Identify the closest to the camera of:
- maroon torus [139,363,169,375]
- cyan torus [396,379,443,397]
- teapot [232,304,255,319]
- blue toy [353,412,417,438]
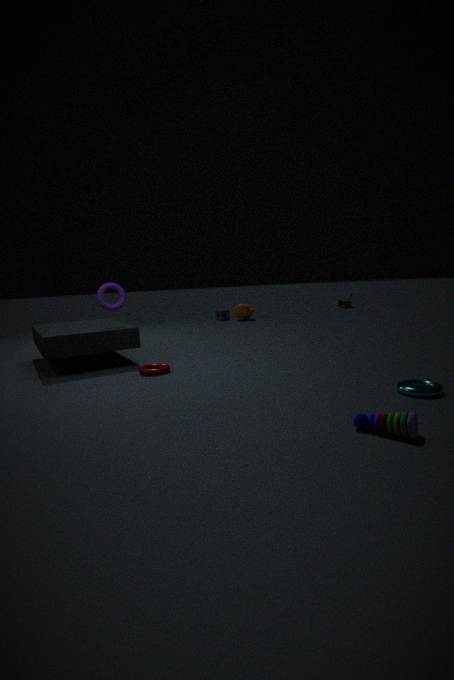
blue toy [353,412,417,438]
